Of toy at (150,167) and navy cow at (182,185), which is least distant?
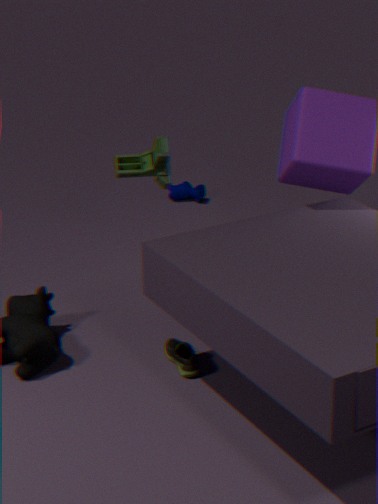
toy at (150,167)
